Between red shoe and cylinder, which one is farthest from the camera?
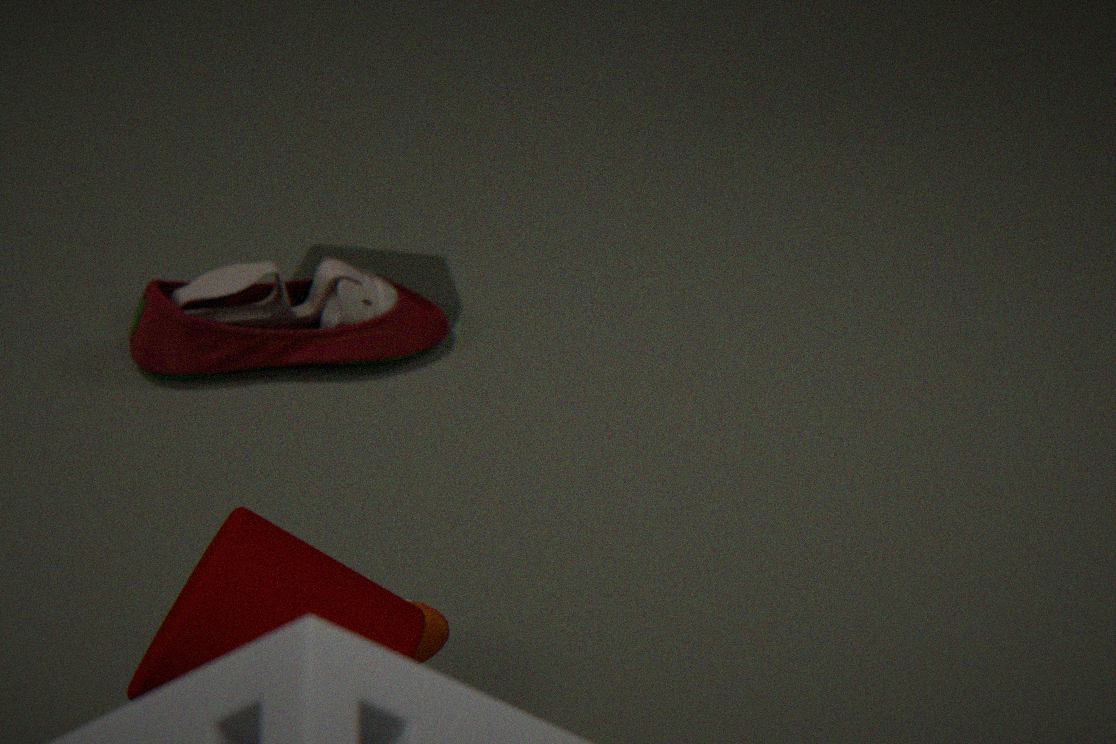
red shoe
